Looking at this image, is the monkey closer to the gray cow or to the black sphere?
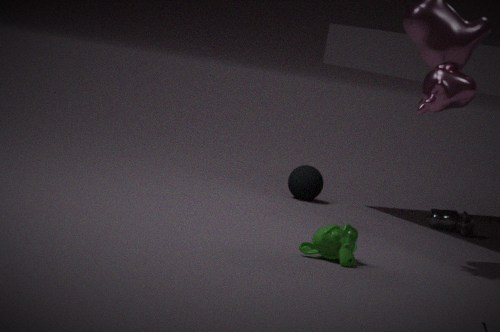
the gray cow
